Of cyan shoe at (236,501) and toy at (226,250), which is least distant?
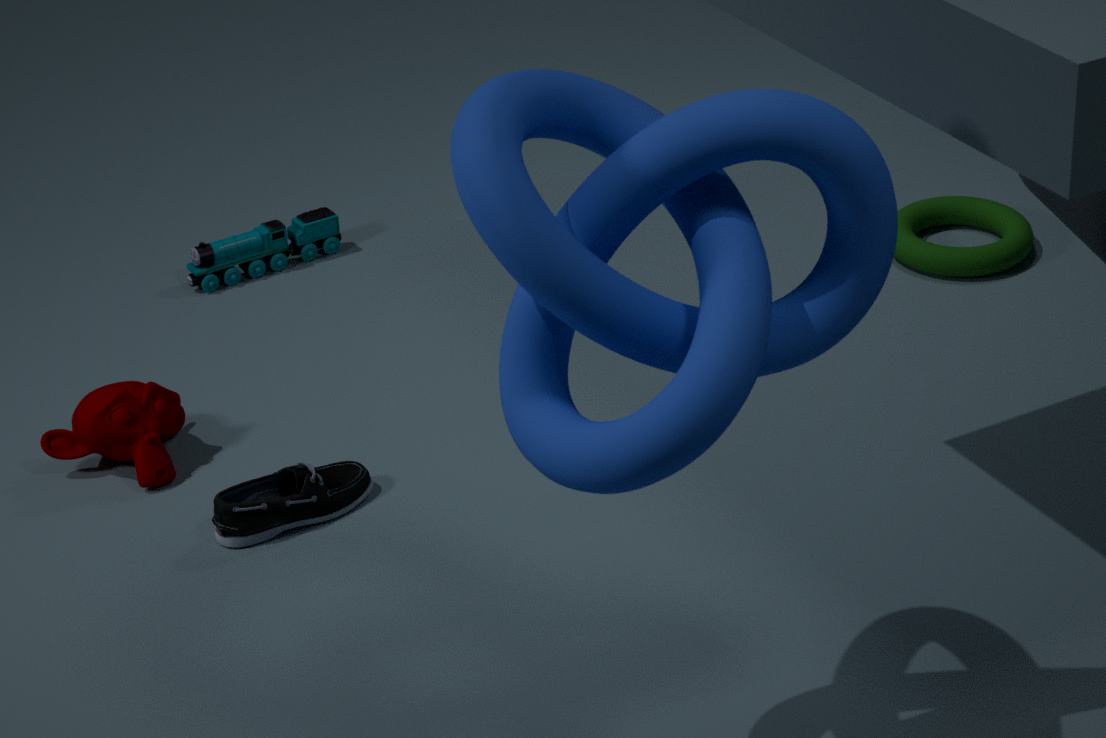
cyan shoe at (236,501)
